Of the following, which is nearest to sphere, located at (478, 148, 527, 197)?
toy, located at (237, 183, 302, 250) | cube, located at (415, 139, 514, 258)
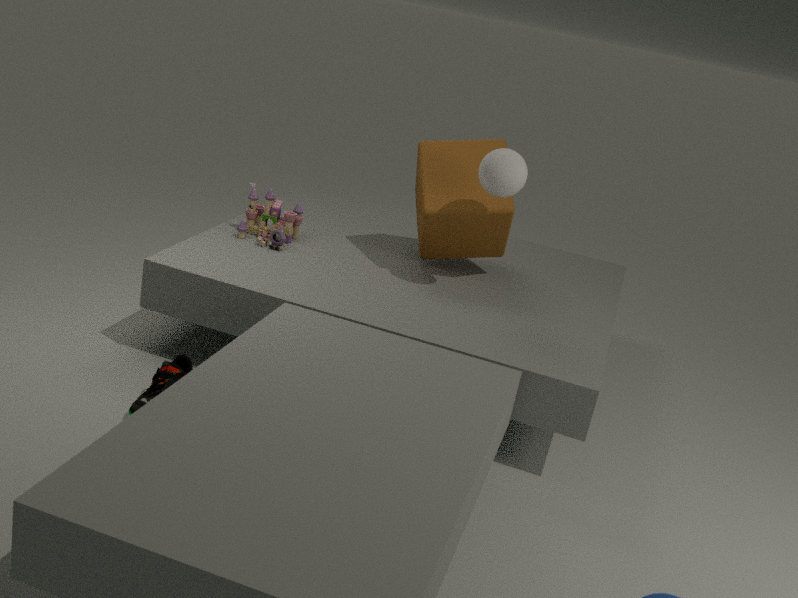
cube, located at (415, 139, 514, 258)
